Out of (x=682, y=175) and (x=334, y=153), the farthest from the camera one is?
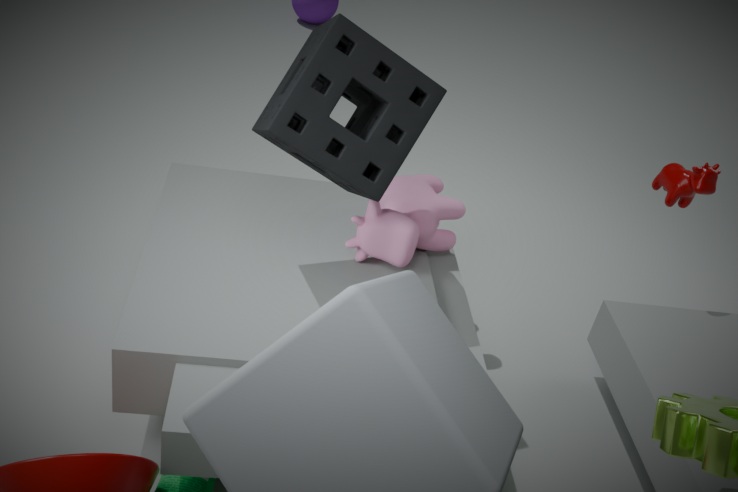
(x=682, y=175)
